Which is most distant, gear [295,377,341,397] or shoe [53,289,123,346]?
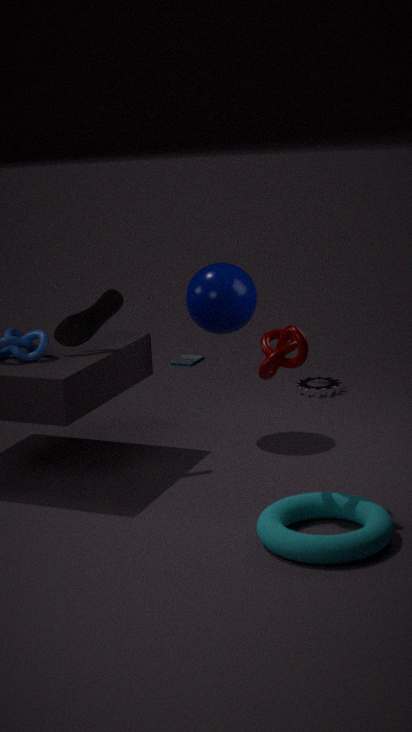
gear [295,377,341,397]
